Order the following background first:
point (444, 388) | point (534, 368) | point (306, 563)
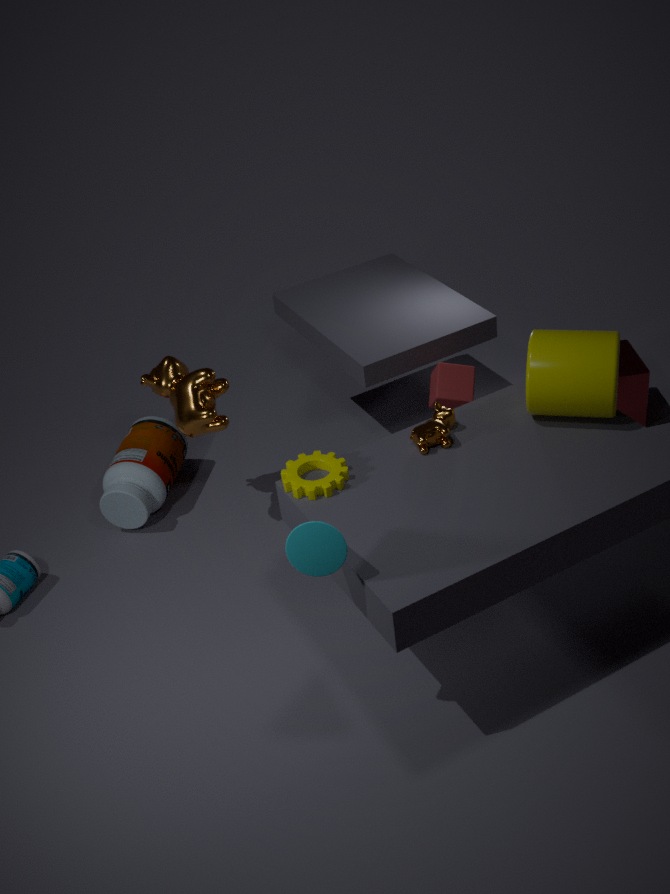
point (444, 388), point (534, 368), point (306, 563)
